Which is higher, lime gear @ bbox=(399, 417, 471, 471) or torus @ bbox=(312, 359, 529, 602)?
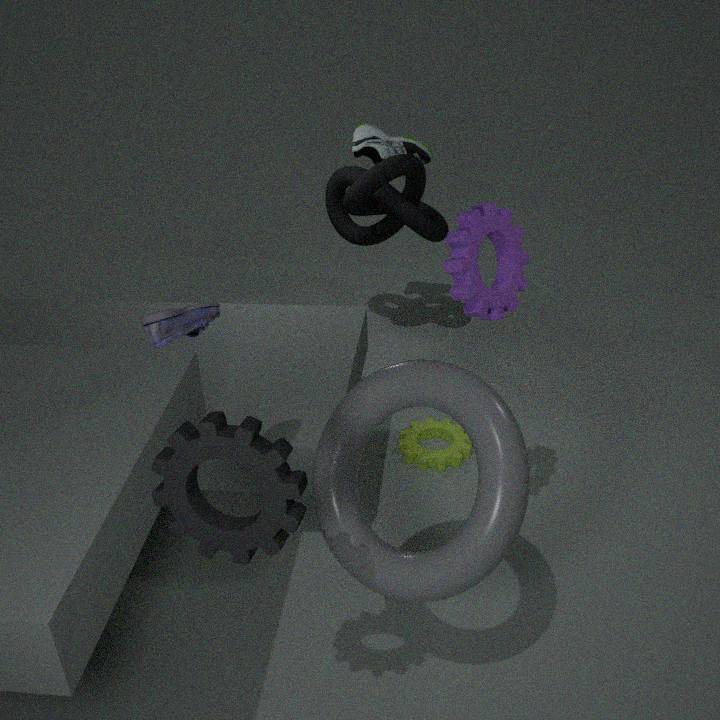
torus @ bbox=(312, 359, 529, 602)
